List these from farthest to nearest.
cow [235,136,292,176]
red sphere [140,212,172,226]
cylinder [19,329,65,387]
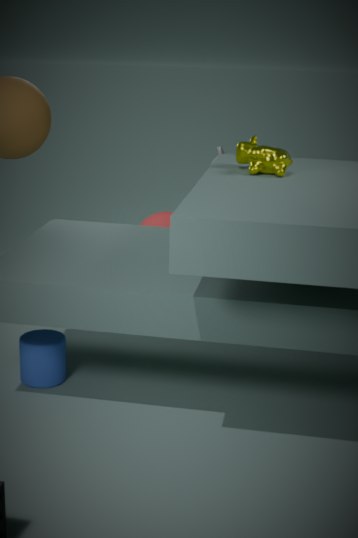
1. red sphere [140,212,172,226]
2. cylinder [19,329,65,387]
3. cow [235,136,292,176]
